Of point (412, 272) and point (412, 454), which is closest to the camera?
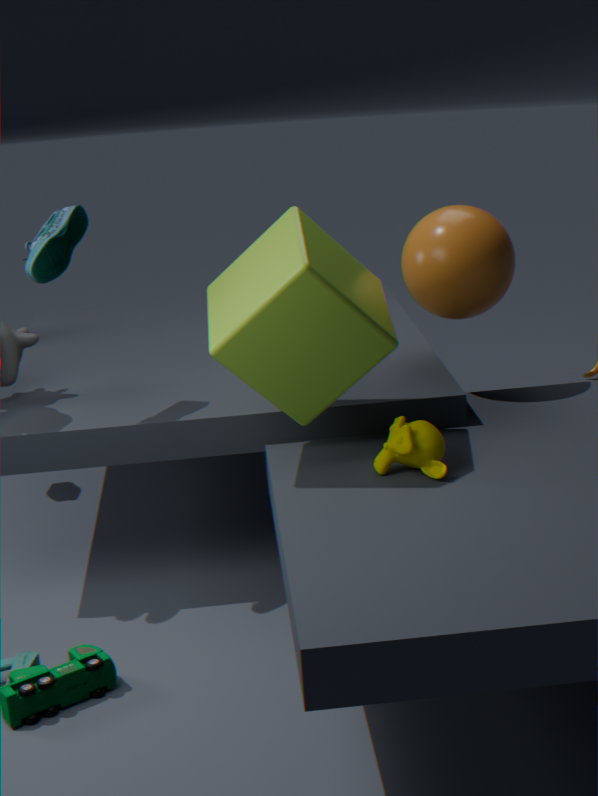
point (412, 454)
